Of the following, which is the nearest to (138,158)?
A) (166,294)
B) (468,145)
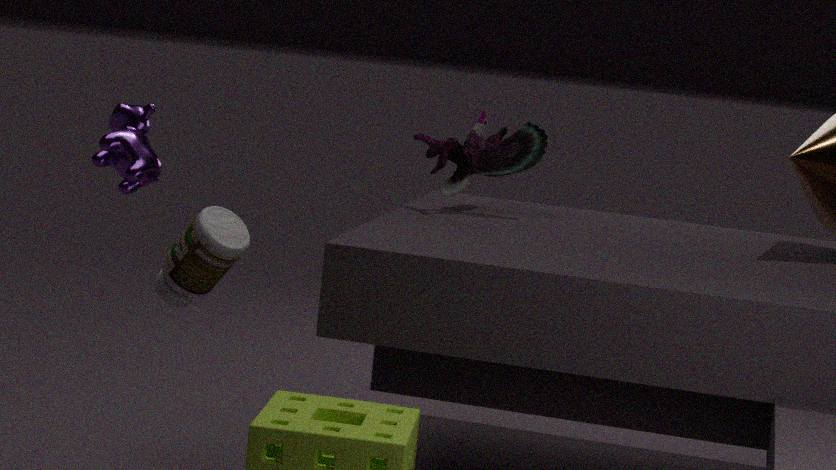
(166,294)
